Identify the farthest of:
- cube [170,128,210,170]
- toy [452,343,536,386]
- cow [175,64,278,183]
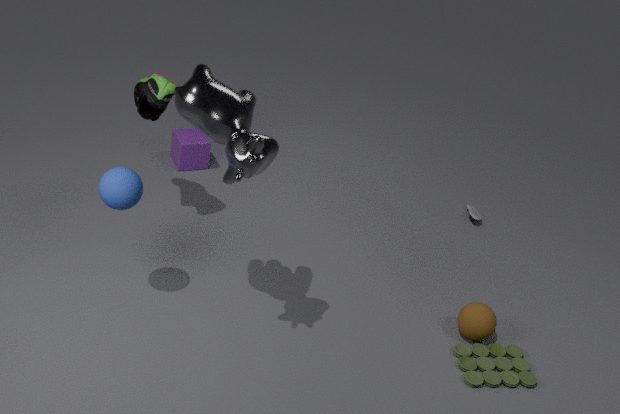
cube [170,128,210,170]
